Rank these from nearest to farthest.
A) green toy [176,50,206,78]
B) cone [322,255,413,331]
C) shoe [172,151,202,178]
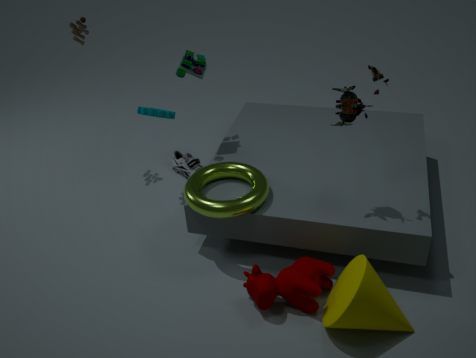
cone [322,255,413,331], green toy [176,50,206,78], shoe [172,151,202,178]
